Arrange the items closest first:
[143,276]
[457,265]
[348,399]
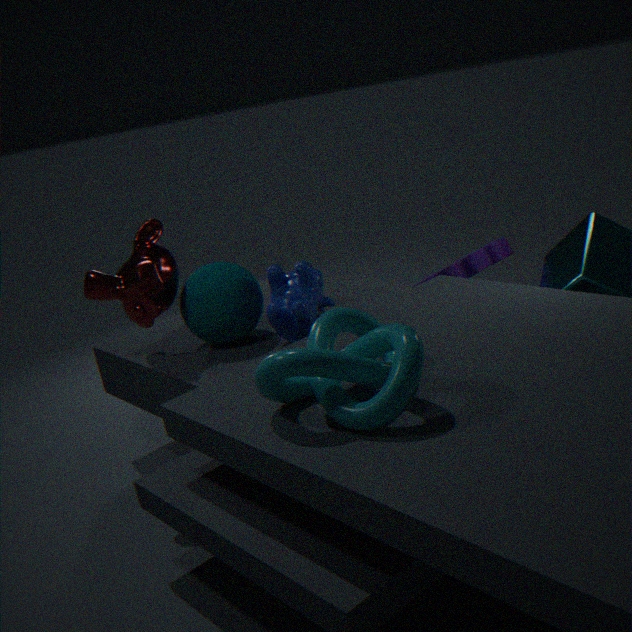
[348,399], [143,276], [457,265]
